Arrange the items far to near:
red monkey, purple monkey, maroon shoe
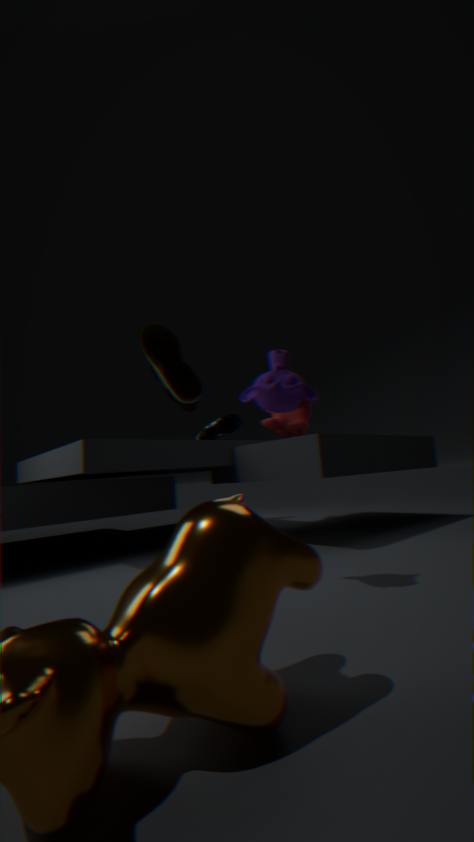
red monkey
maroon shoe
purple monkey
